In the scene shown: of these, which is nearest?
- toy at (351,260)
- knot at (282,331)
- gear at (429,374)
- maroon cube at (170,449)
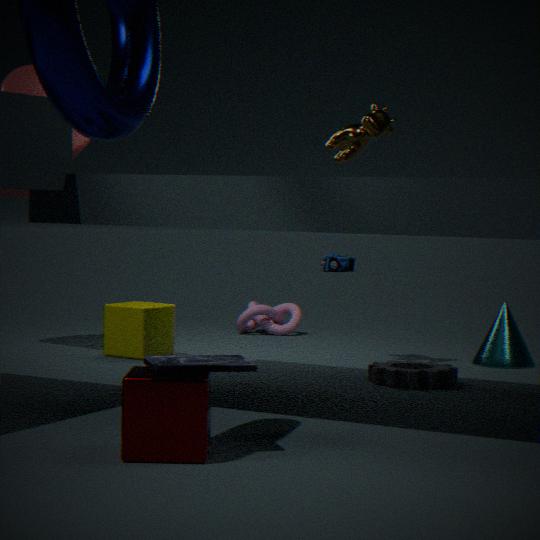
maroon cube at (170,449)
